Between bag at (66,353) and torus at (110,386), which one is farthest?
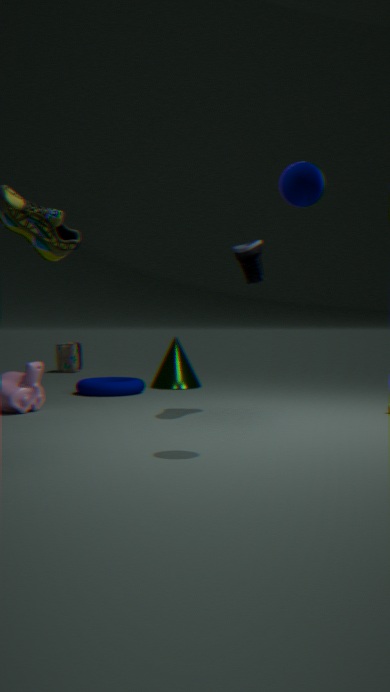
bag at (66,353)
